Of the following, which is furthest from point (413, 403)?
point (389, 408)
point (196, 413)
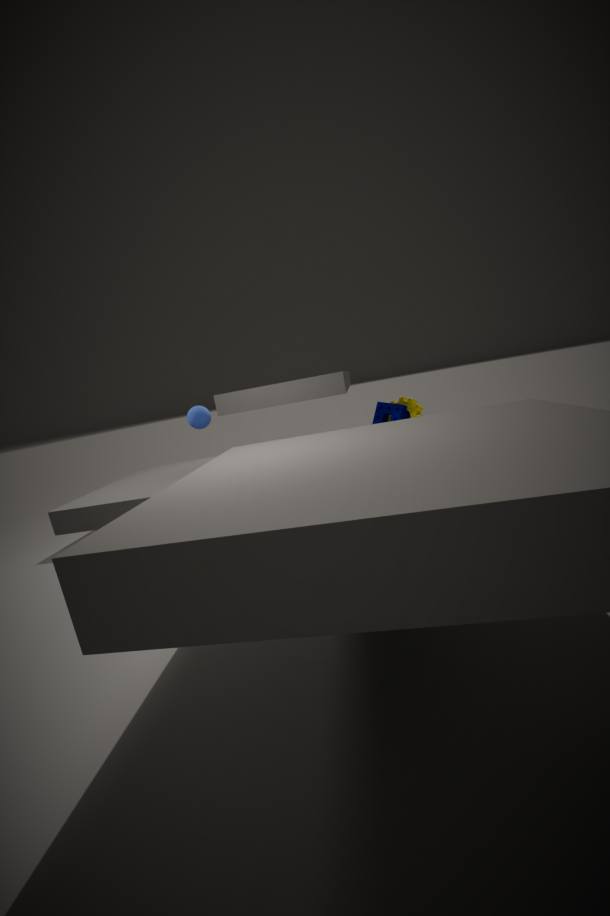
point (196, 413)
